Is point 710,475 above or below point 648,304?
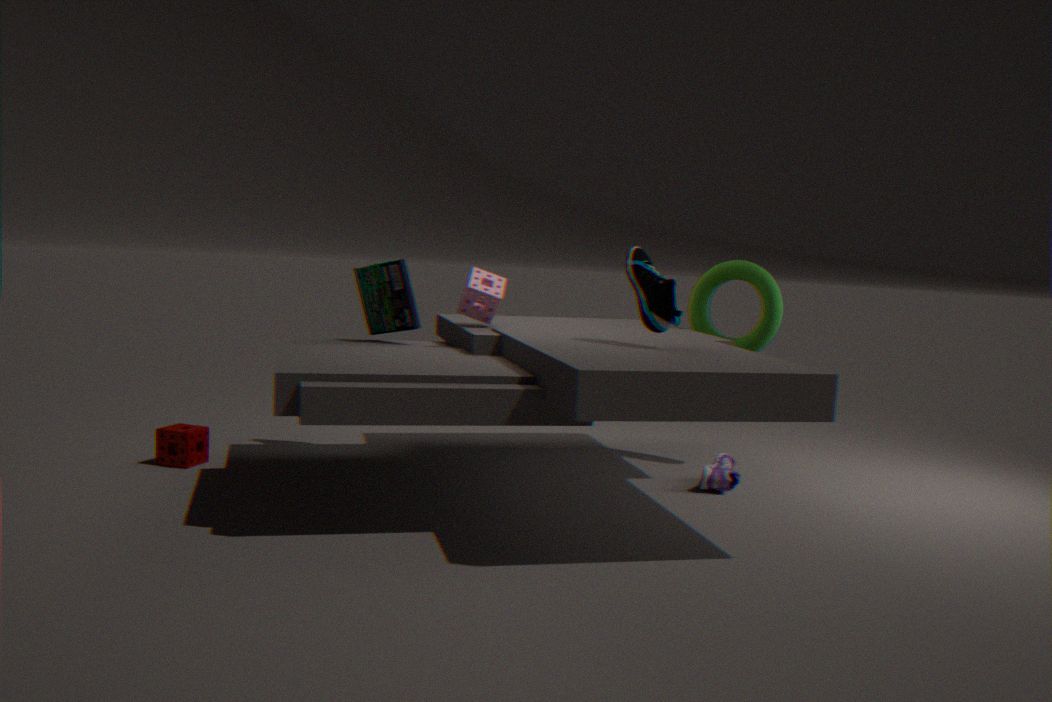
below
